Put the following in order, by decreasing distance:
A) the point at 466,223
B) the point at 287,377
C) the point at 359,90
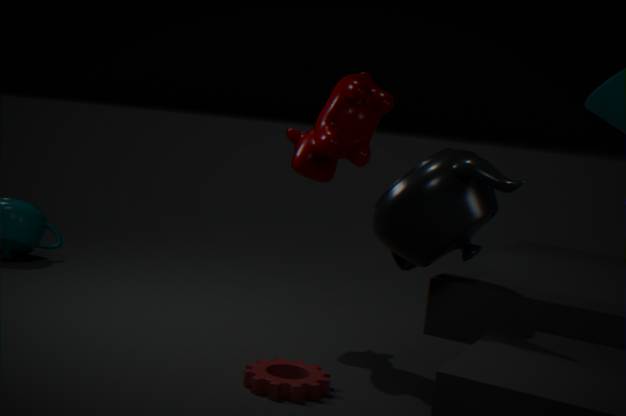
1. the point at 359,90
2. the point at 287,377
3. the point at 466,223
